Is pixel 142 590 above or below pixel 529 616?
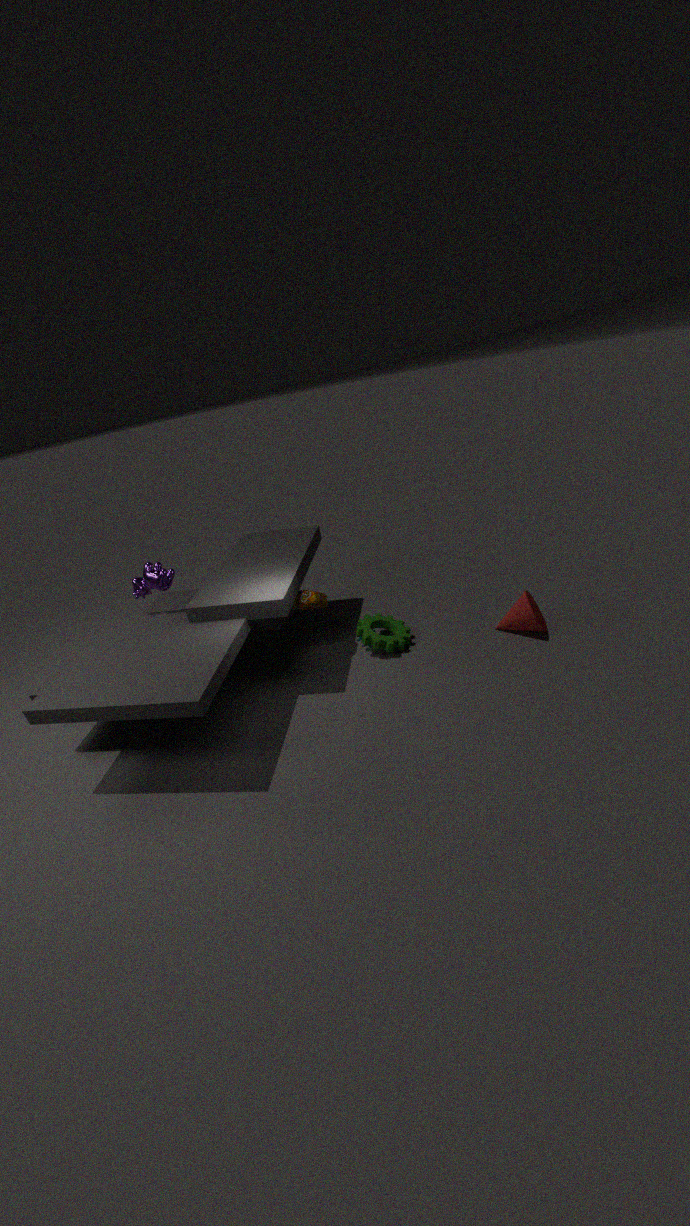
above
